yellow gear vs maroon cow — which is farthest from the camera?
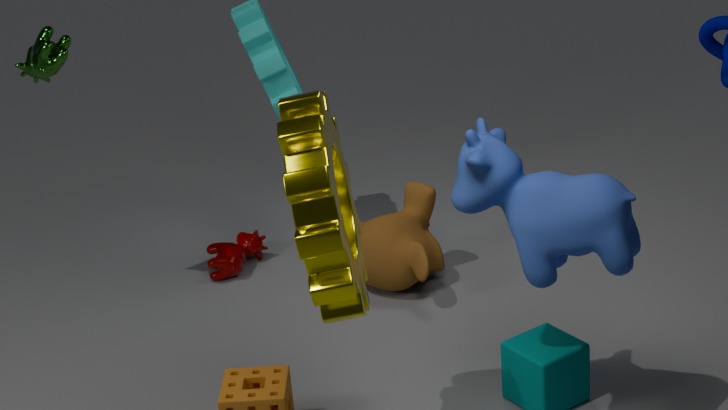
maroon cow
